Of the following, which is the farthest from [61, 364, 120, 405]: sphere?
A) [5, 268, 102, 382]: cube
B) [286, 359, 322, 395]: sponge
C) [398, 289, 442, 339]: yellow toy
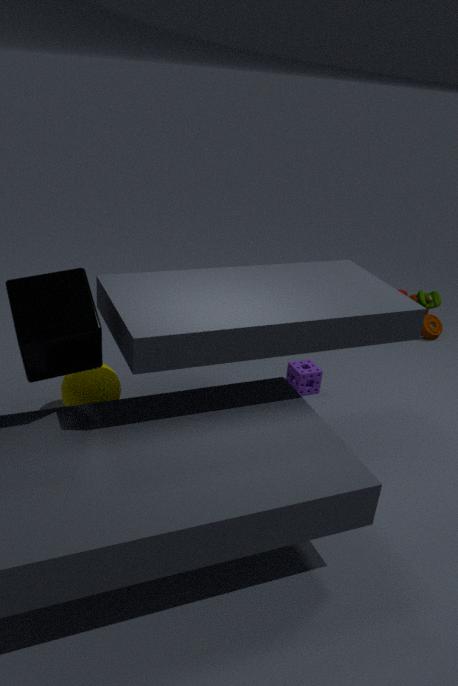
[398, 289, 442, 339]: yellow toy
